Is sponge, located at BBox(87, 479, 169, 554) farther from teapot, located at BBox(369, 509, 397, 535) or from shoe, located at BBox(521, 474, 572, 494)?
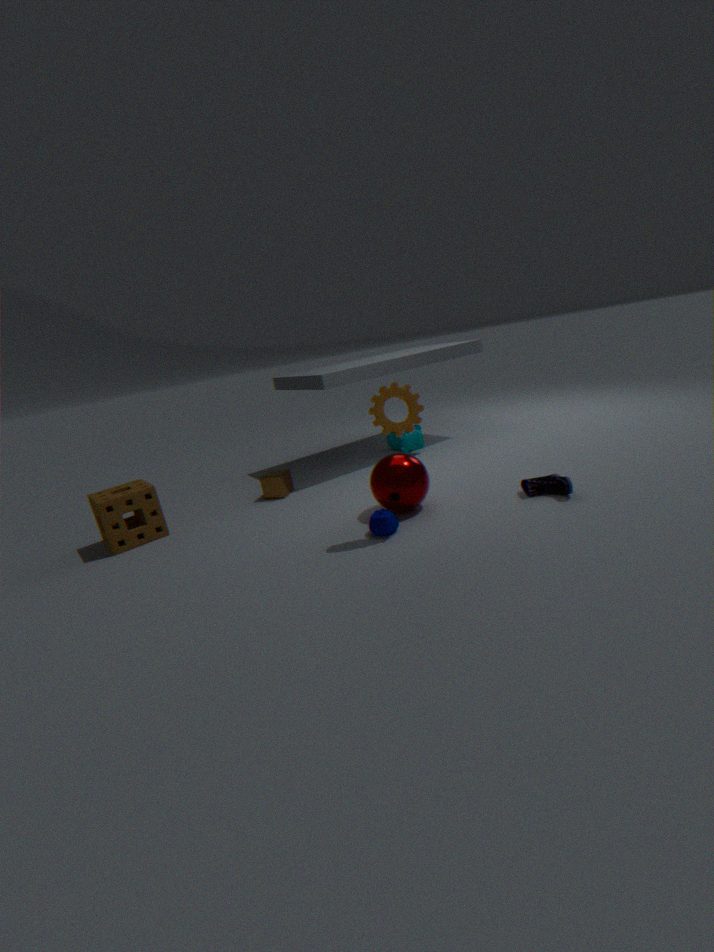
shoe, located at BBox(521, 474, 572, 494)
